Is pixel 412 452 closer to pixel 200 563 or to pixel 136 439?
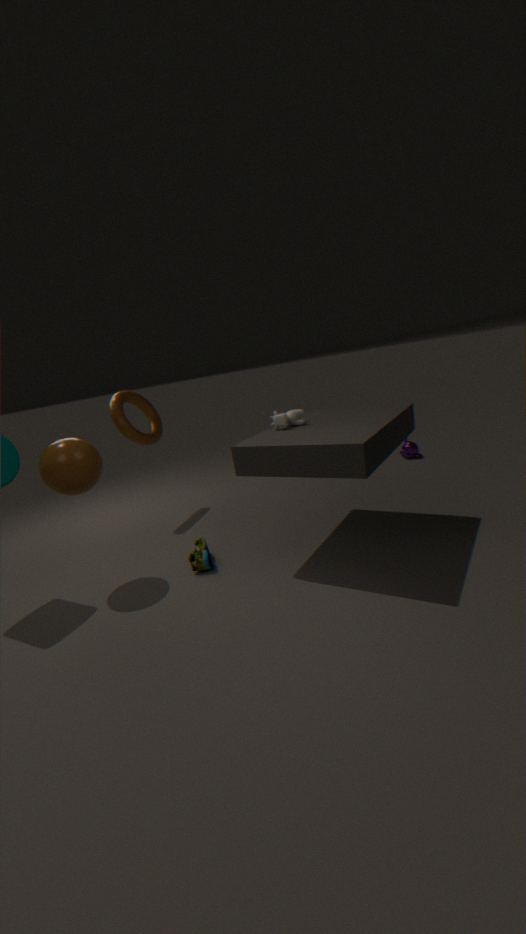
pixel 200 563
